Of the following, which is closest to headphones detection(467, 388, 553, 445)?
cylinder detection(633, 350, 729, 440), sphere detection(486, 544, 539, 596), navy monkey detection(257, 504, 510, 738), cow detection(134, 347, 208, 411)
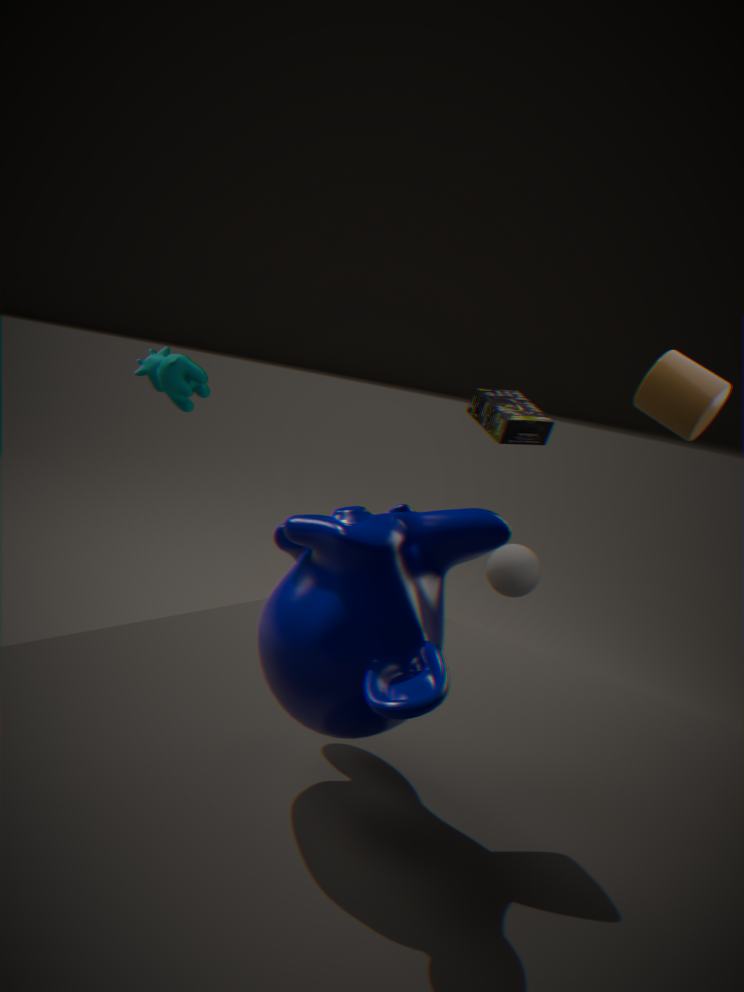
cylinder detection(633, 350, 729, 440)
